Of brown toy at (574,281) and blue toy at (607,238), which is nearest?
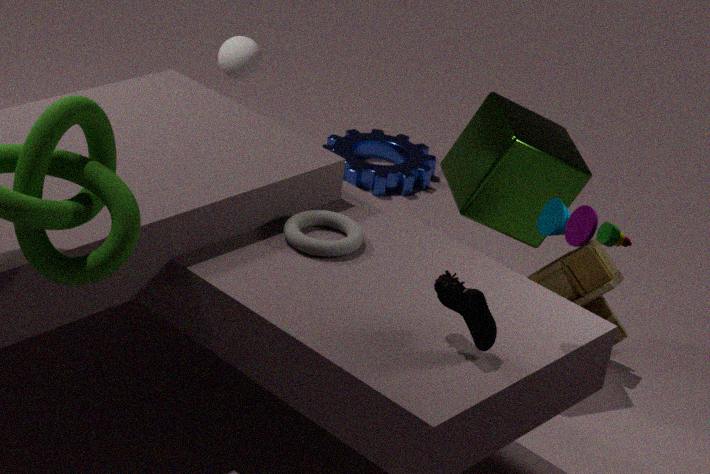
blue toy at (607,238)
